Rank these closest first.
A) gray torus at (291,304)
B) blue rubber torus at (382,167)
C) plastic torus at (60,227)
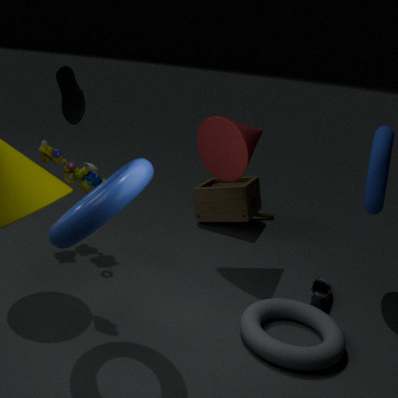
plastic torus at (60,227)
gray torus at (291,304)
blue rubber torus at (382,167)
